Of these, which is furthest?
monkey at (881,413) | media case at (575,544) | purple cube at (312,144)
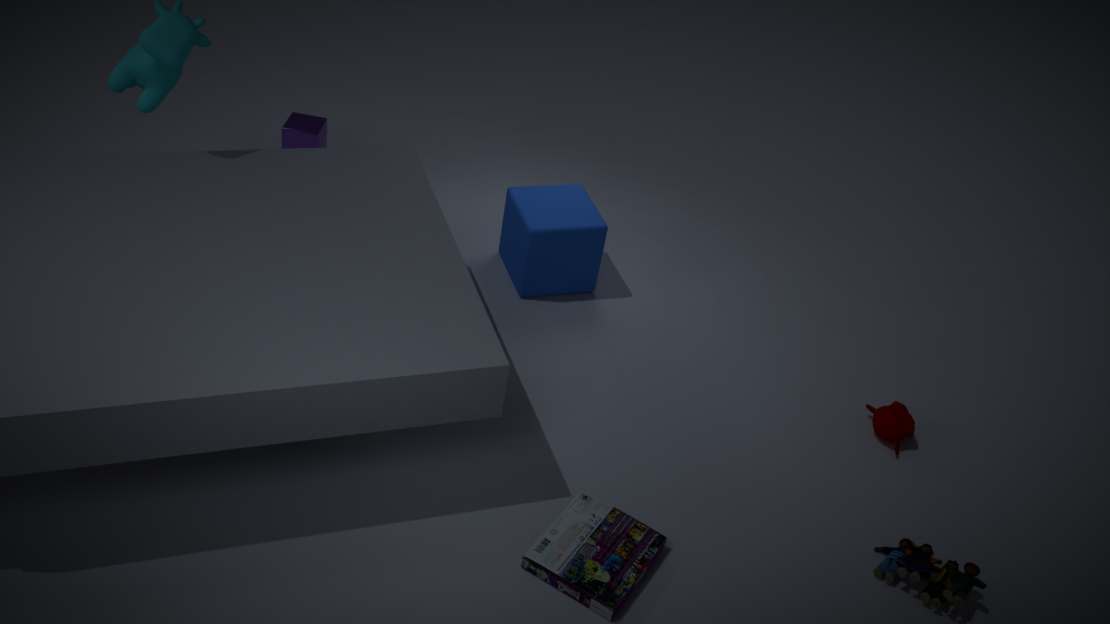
purple cube at (312,144)
